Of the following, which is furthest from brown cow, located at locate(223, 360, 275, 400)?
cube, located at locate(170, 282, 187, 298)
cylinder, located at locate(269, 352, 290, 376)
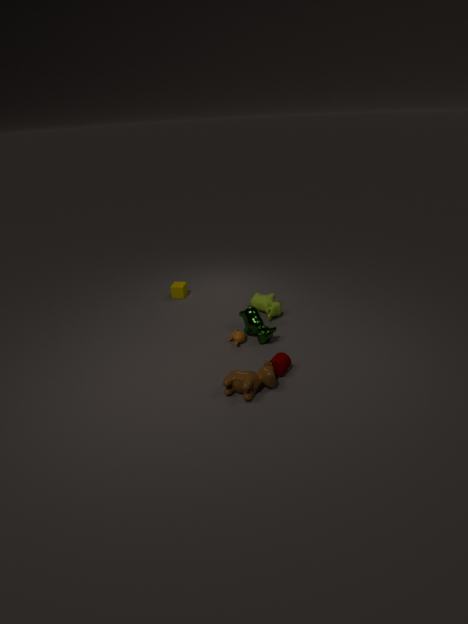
cube, located at locate(170, 282, 187, 298)
